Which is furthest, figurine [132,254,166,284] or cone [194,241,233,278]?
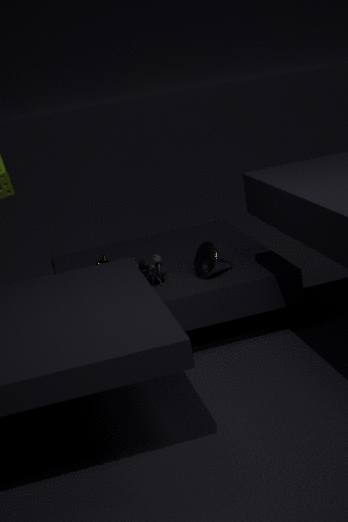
figurine [132,254,166,284]
